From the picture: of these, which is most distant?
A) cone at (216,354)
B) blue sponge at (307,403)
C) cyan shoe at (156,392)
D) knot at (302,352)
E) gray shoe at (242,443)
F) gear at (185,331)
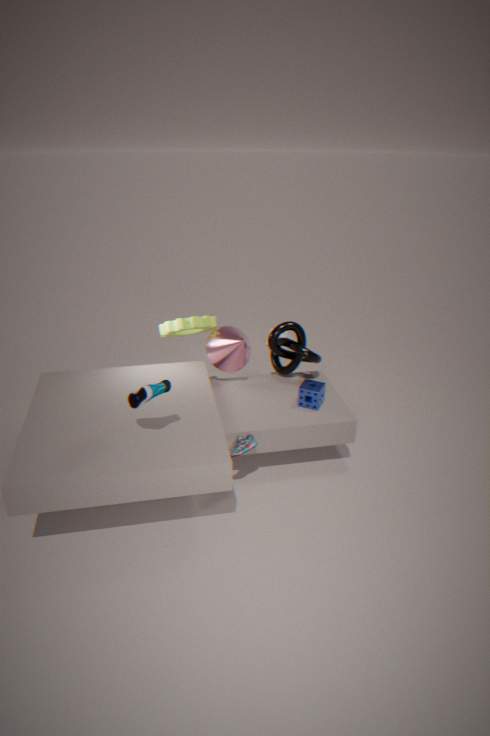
gear at (185,331)
